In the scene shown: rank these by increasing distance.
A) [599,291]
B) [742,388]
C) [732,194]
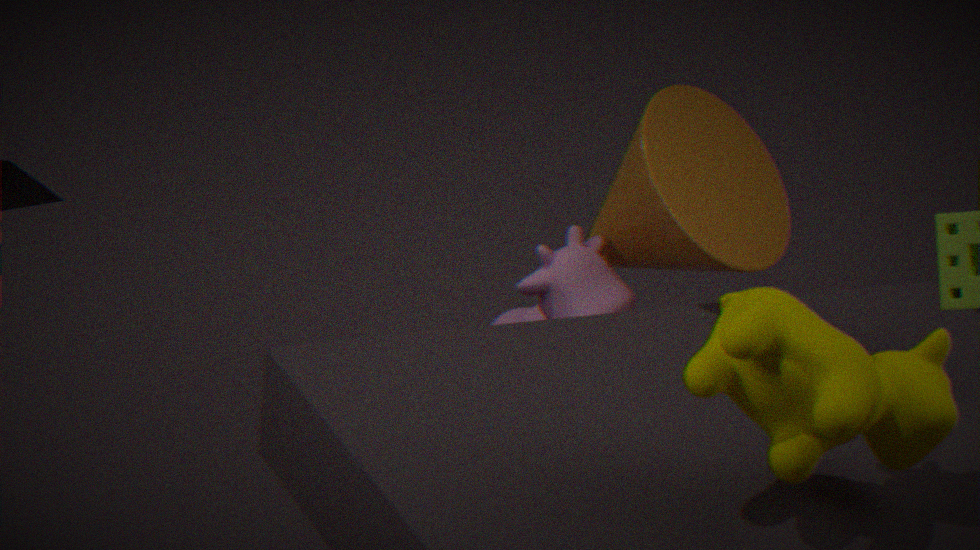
[742,388] < [599,291] < [732,194]
